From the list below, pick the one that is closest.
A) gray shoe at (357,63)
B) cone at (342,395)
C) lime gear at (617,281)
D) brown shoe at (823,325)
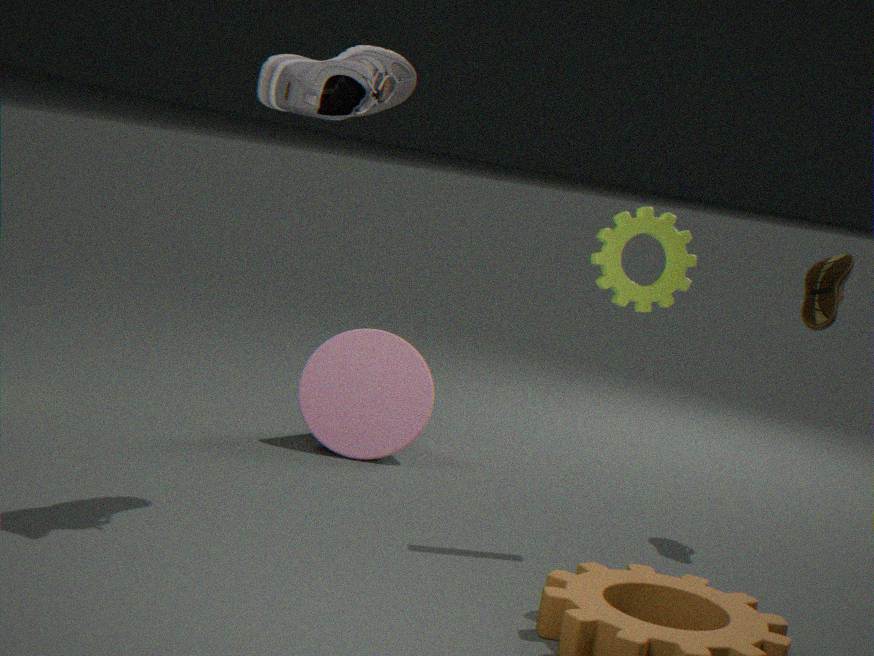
gray shoe at (357,63)
